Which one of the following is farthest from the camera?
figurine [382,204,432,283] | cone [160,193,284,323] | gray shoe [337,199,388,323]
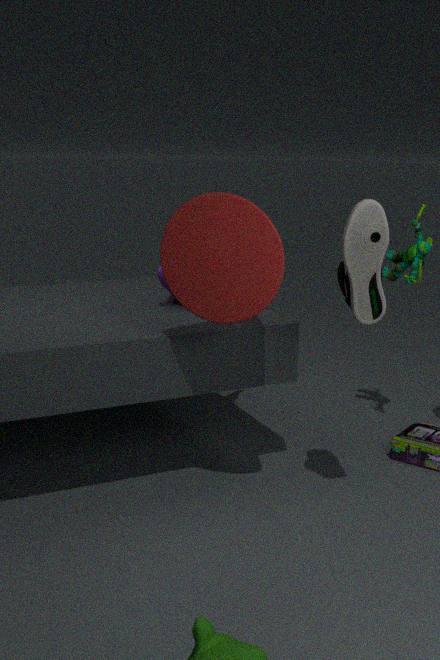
figurine [382,204,432,283]
